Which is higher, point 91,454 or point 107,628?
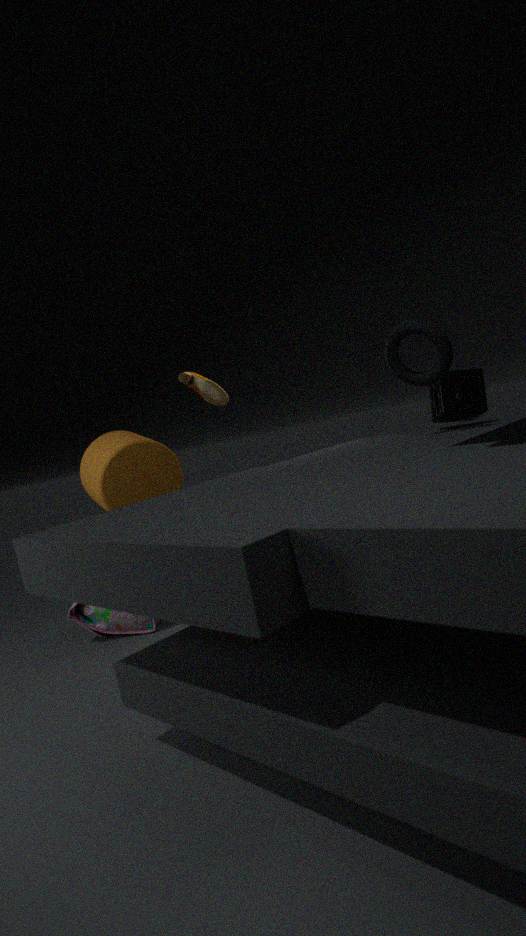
point 91,454
